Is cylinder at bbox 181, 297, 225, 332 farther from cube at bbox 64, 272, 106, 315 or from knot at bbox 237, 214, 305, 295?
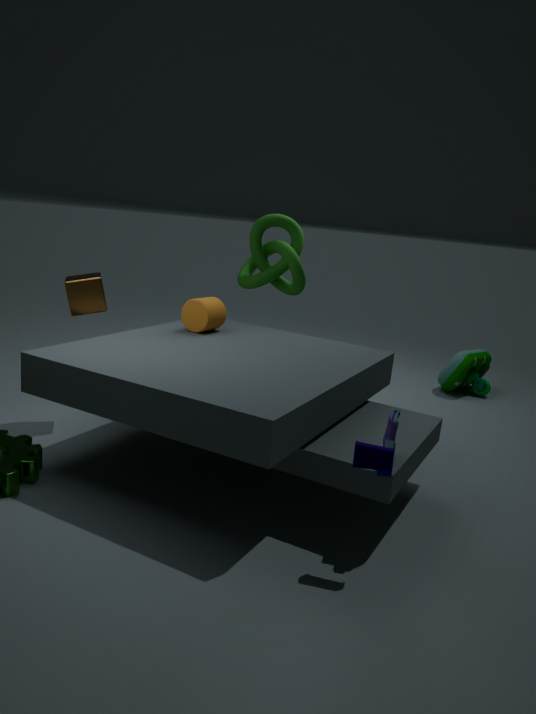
knot at bbox 237, 214, 305, 295
